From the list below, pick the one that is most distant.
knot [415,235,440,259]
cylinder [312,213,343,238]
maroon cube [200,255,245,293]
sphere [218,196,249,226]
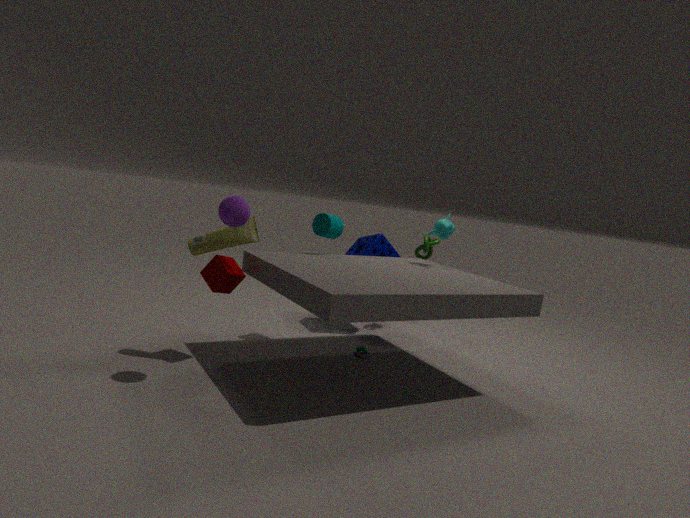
knot [415,235,440,259]
